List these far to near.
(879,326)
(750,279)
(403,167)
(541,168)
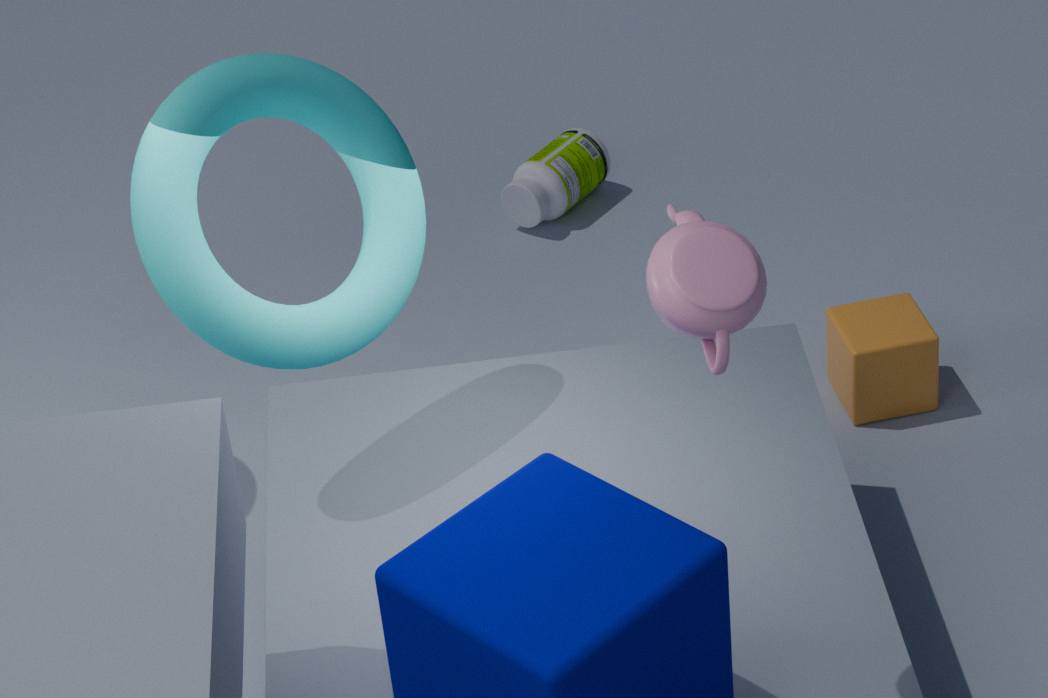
(541,168) < (879,326) < (403,167) < (750,279)
